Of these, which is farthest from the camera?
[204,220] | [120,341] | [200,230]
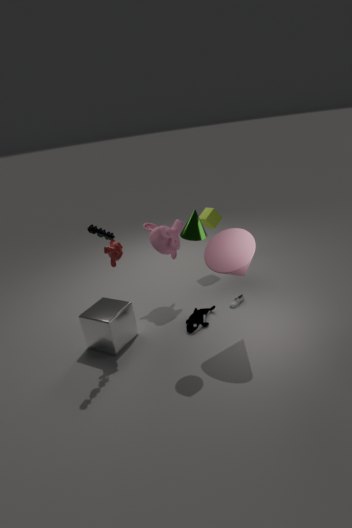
[204,220]
